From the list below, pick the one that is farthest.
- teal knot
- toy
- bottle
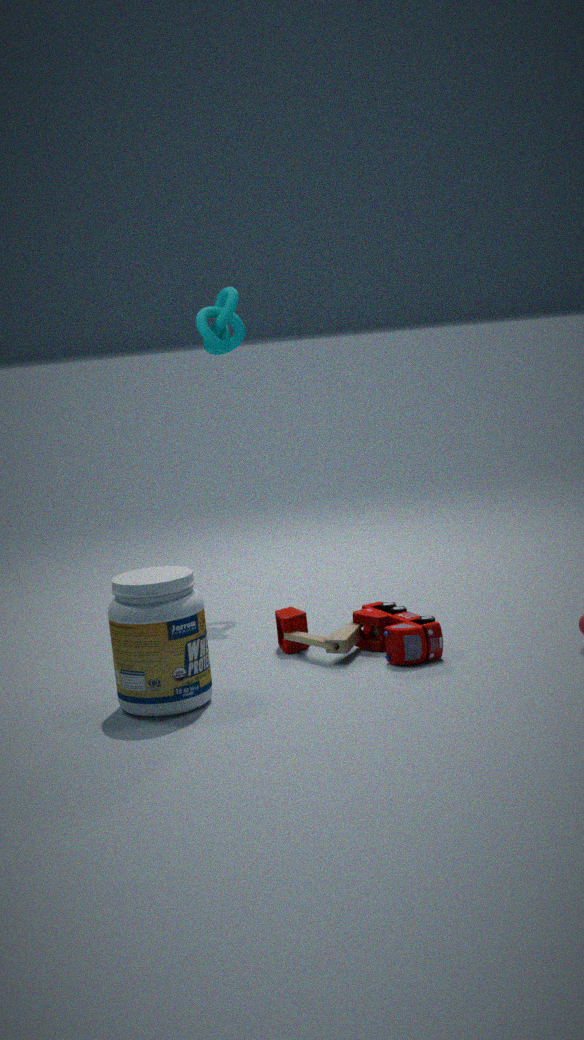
teal knot
